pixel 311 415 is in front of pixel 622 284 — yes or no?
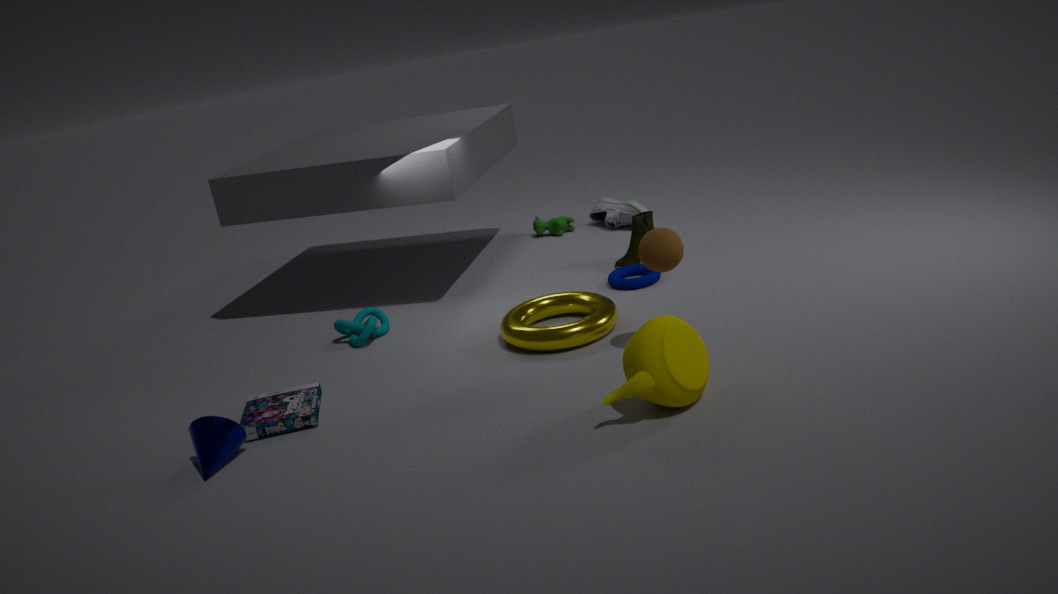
Yes
